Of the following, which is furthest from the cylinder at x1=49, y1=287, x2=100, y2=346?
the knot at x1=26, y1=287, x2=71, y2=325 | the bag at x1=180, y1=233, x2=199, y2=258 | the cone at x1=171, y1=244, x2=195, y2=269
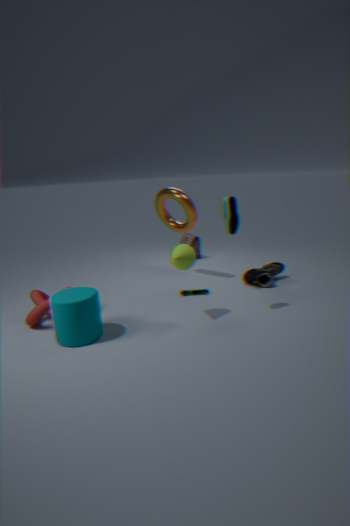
the bag at x1=180, y1=233, x2=199, y2=258
